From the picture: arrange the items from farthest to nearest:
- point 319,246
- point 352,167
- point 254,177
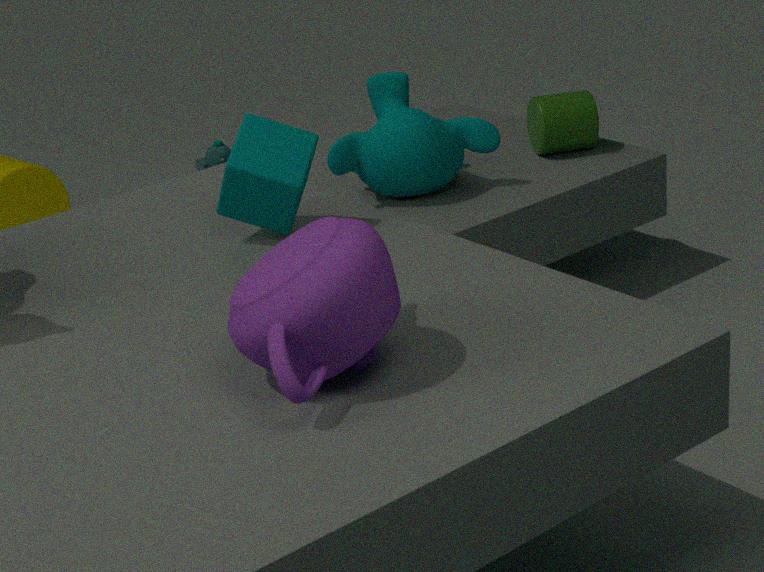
point 352,167 → point 254,177 → point 319,246
